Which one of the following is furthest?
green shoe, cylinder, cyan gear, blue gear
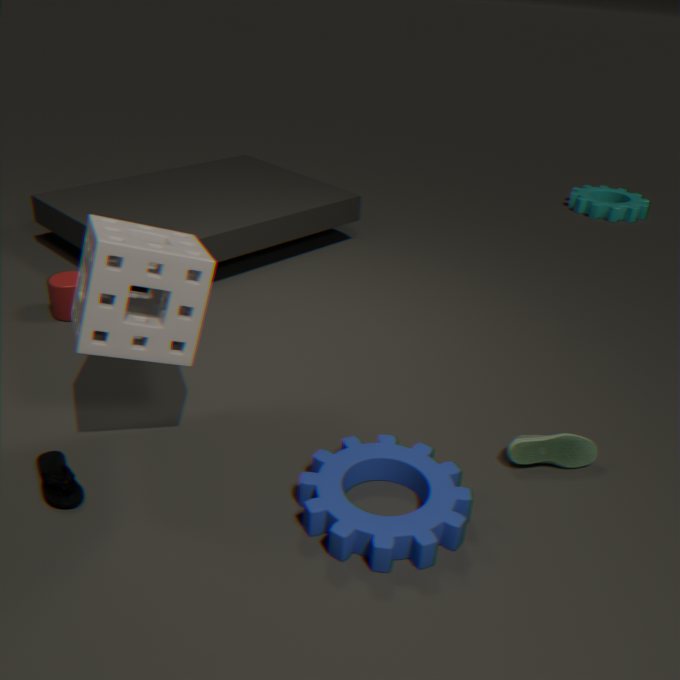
cyan gear
